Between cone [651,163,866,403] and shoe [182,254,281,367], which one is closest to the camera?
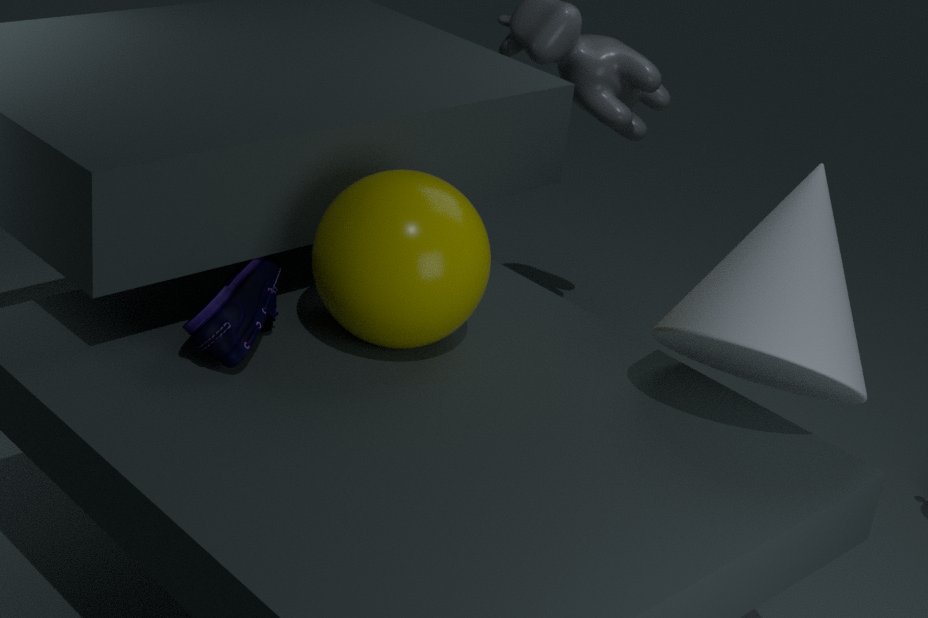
cone [651,163,866,403]
